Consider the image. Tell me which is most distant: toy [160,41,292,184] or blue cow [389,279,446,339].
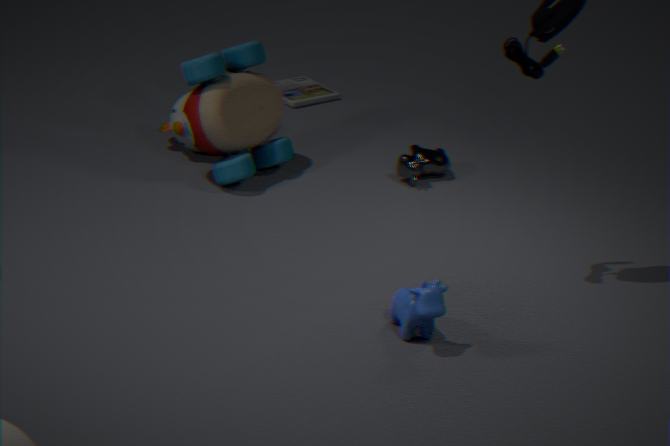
toy [160,41,292,184]
